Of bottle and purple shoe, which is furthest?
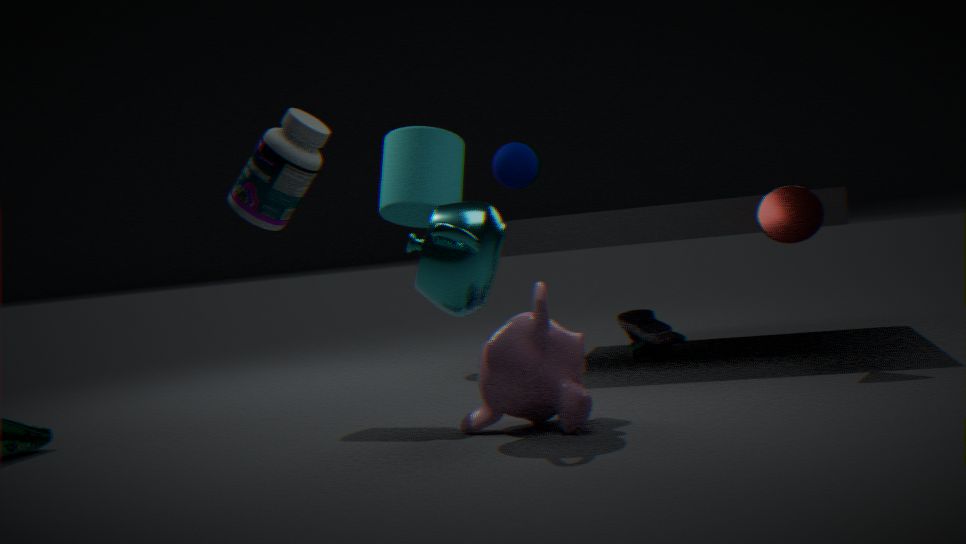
purple shoe
